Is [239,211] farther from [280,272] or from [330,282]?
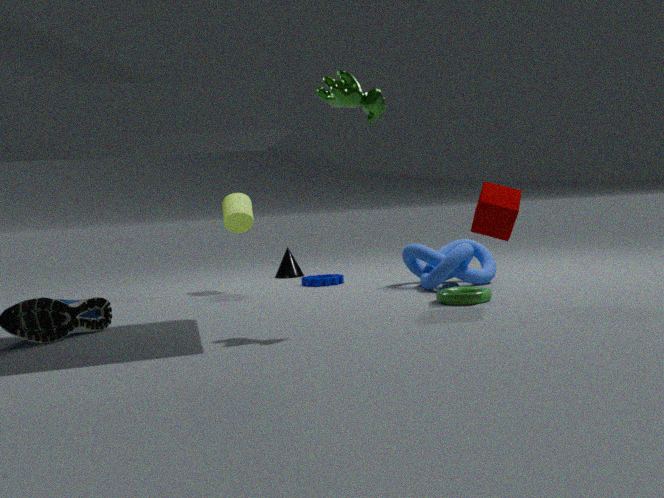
[280,272]
